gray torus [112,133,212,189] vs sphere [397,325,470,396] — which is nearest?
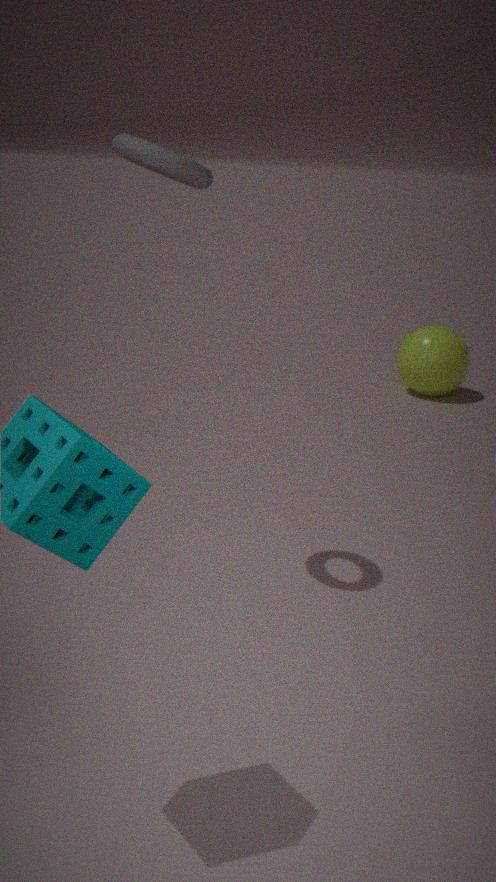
gray torus [112,133,212,189]
